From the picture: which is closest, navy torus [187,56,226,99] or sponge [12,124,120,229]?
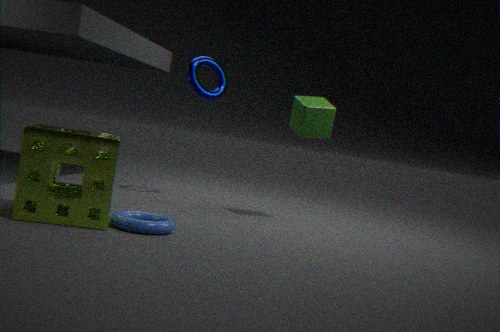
sponge [12,124,120,229]
